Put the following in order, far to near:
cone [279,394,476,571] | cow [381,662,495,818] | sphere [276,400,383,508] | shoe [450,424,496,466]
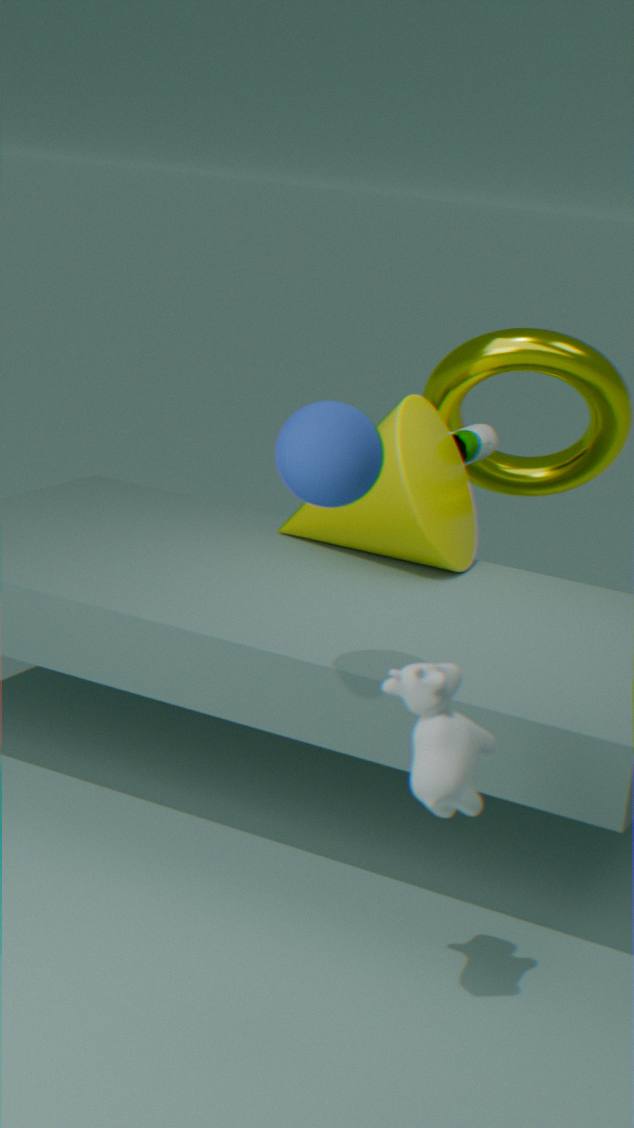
1. shoe [450,424,496,466]
2. cone [279,394,476,571]
3. sphere [276,400,383,508]
4. cow [381,662,495,818]
